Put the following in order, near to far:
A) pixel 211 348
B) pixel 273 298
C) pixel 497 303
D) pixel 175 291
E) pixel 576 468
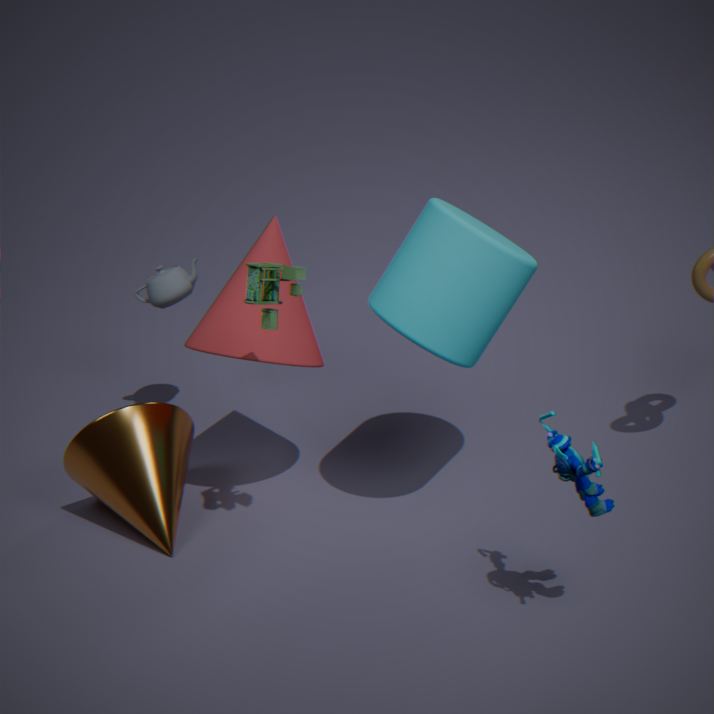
pixel 576 468 < pixel 273 298 < pixel 497 303 < pixel 211 348 < pixel 175 291
